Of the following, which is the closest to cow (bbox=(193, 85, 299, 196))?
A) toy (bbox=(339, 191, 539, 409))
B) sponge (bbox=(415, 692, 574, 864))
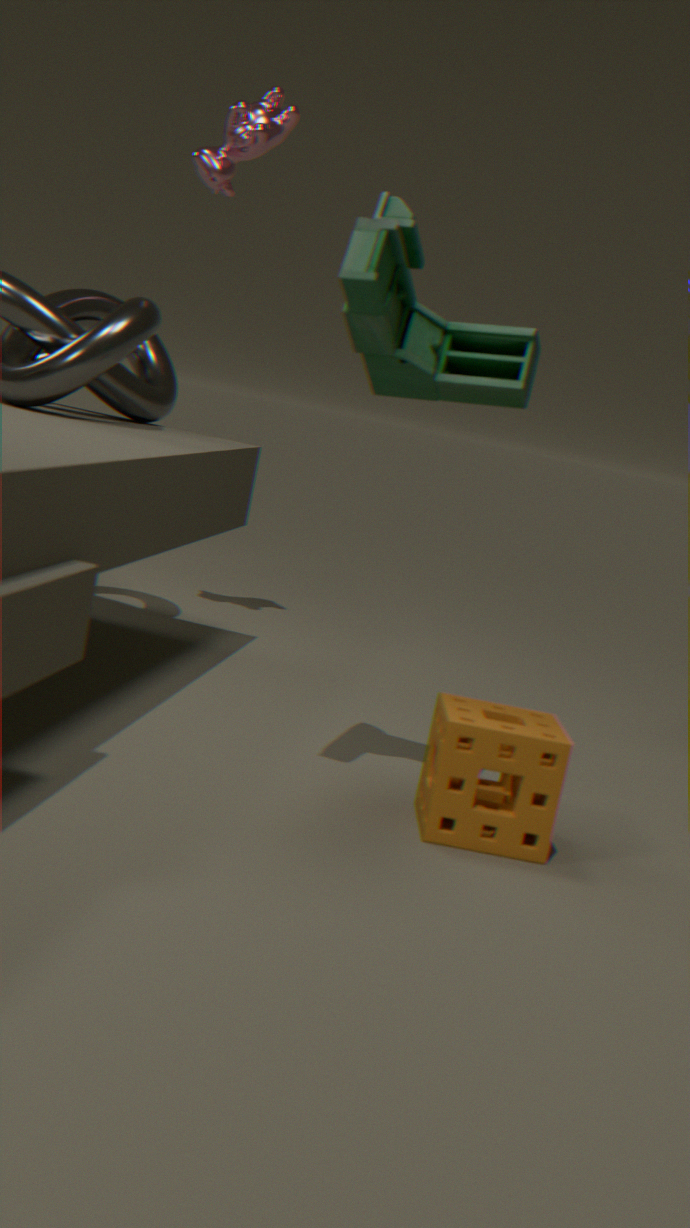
toy (bbox=(339, 191, 539, 409))
